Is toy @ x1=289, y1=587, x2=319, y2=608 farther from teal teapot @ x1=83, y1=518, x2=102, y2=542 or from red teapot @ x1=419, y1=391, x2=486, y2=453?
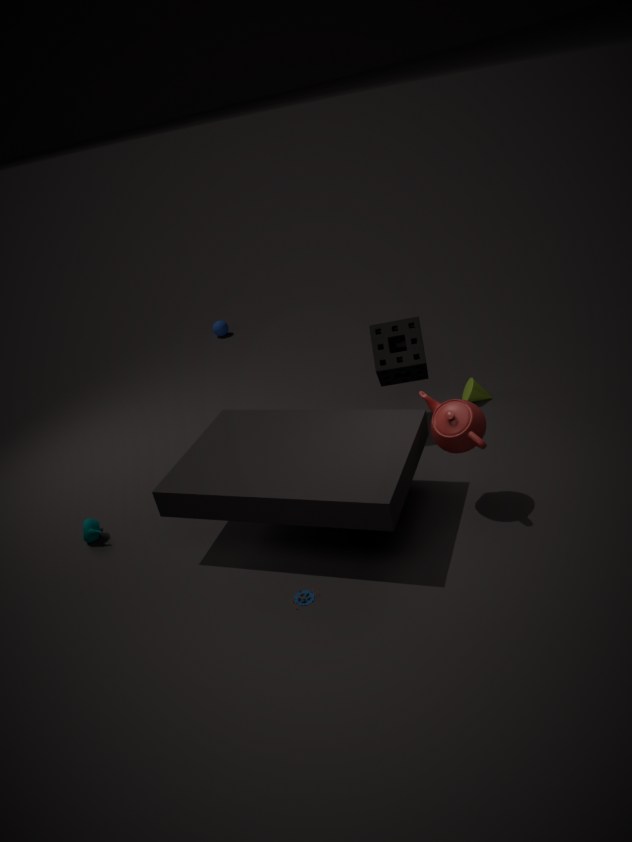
teal teapot @ x1=83, y1=518, x2=102, y2=542
